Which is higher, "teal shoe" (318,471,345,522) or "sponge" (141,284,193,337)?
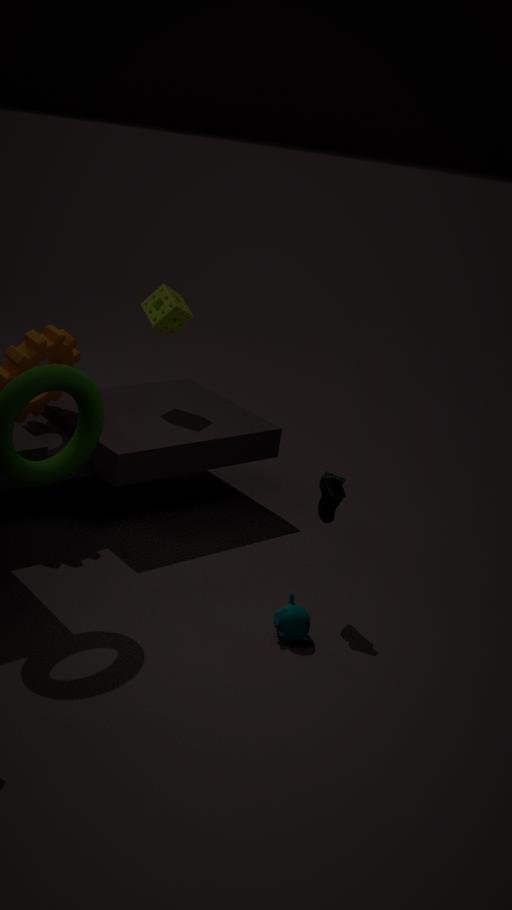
"sponge" (141,284,193,337)
